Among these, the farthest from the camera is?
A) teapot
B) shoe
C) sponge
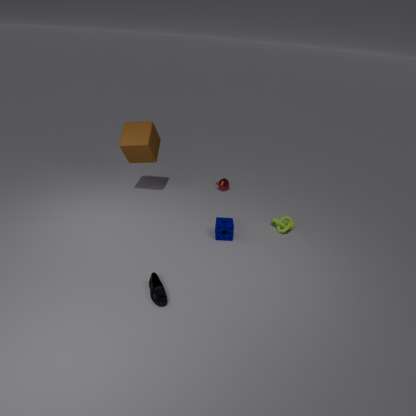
teapot
